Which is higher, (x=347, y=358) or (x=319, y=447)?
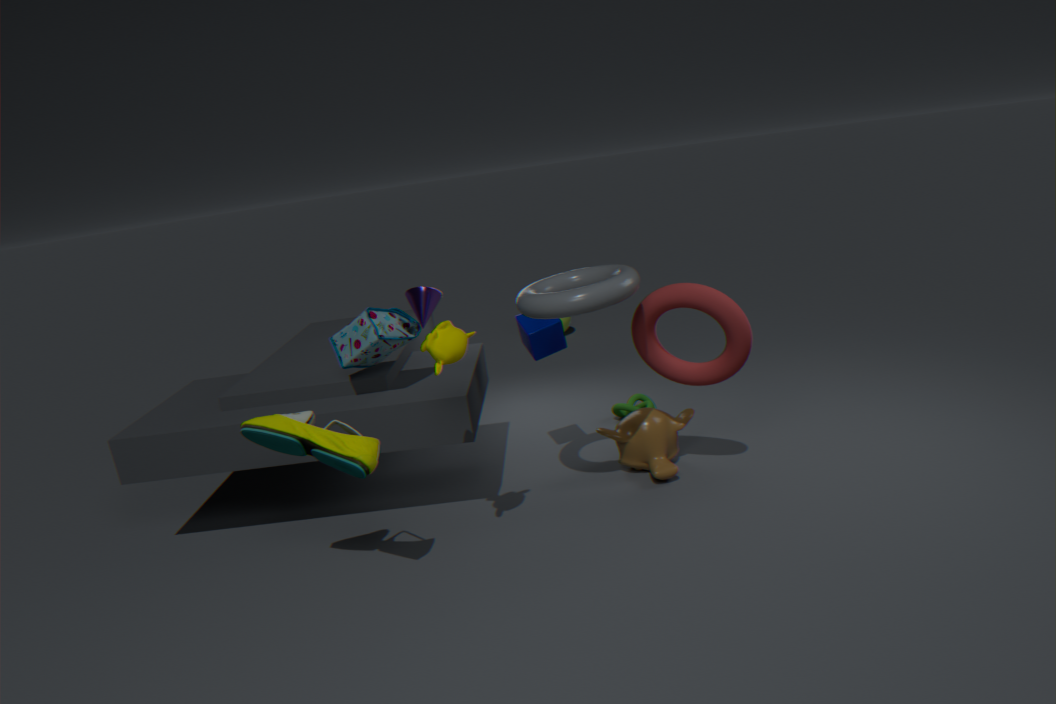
(x=347, y=358)
